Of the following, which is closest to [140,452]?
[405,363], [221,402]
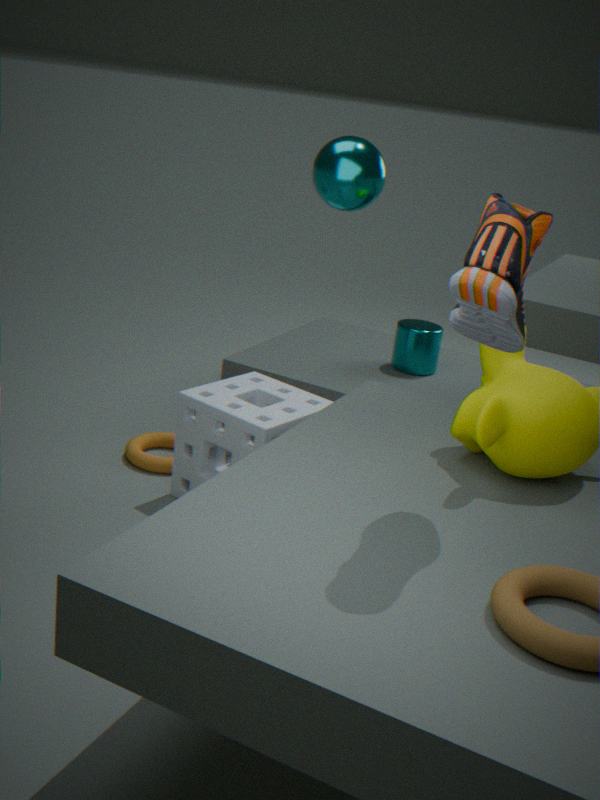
[221,402]
